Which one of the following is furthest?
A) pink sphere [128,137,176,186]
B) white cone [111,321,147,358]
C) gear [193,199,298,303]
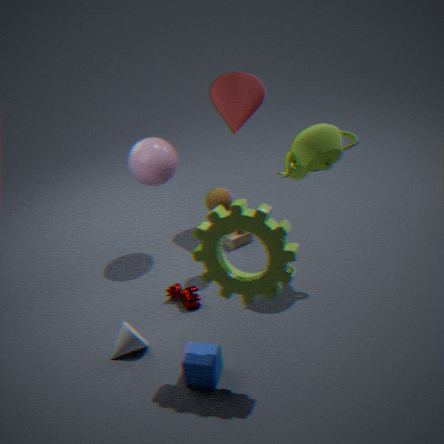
pink sphere [128,137,176,186]
